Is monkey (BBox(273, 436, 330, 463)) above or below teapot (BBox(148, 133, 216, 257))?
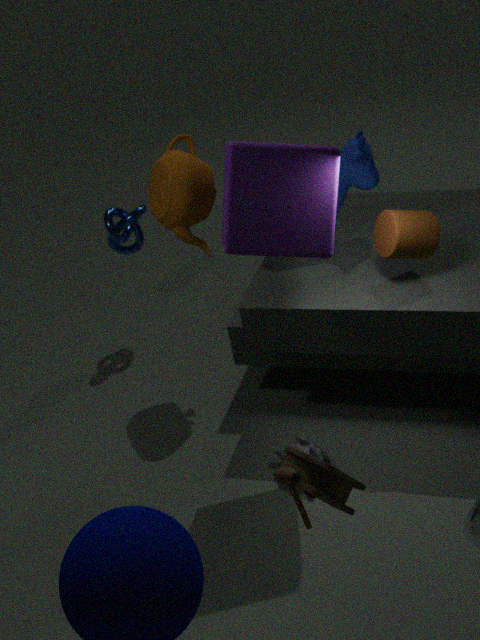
below
